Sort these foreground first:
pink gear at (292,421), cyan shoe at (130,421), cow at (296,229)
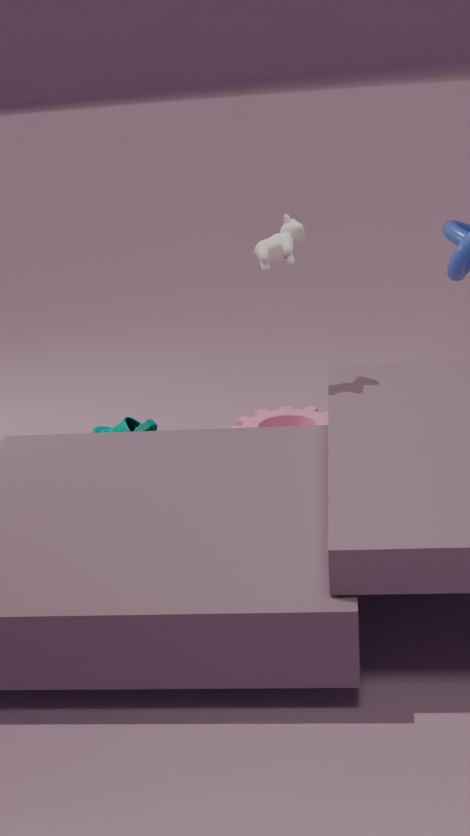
1. cow at (296,229)
2. cyan shoe at (130,421)
3. pink gear at (292,421)
